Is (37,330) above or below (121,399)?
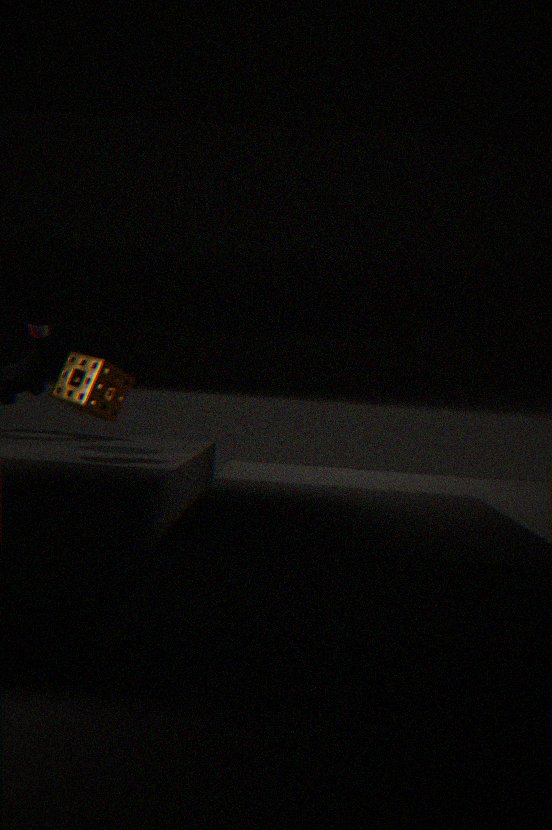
above
